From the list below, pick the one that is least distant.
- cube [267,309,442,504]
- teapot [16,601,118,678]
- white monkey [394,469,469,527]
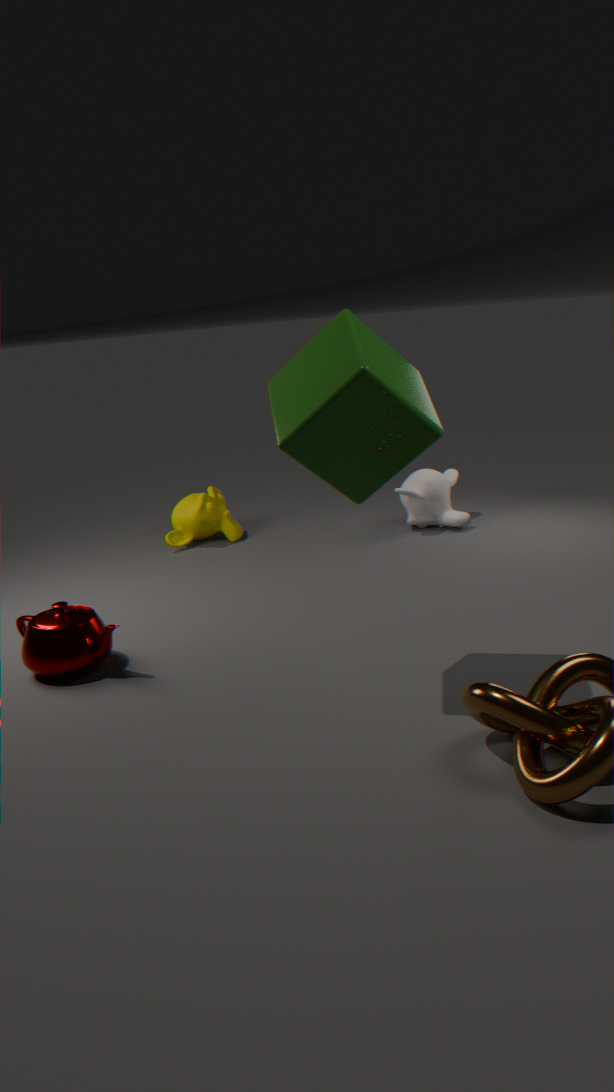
cube [267,309,442,504]
